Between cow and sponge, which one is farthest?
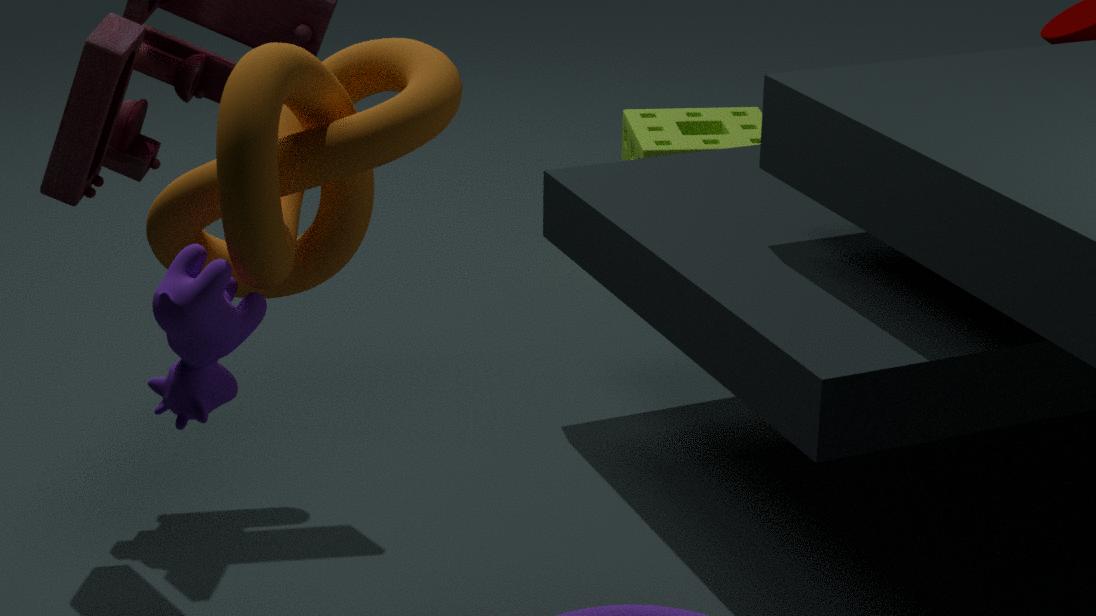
sponge
